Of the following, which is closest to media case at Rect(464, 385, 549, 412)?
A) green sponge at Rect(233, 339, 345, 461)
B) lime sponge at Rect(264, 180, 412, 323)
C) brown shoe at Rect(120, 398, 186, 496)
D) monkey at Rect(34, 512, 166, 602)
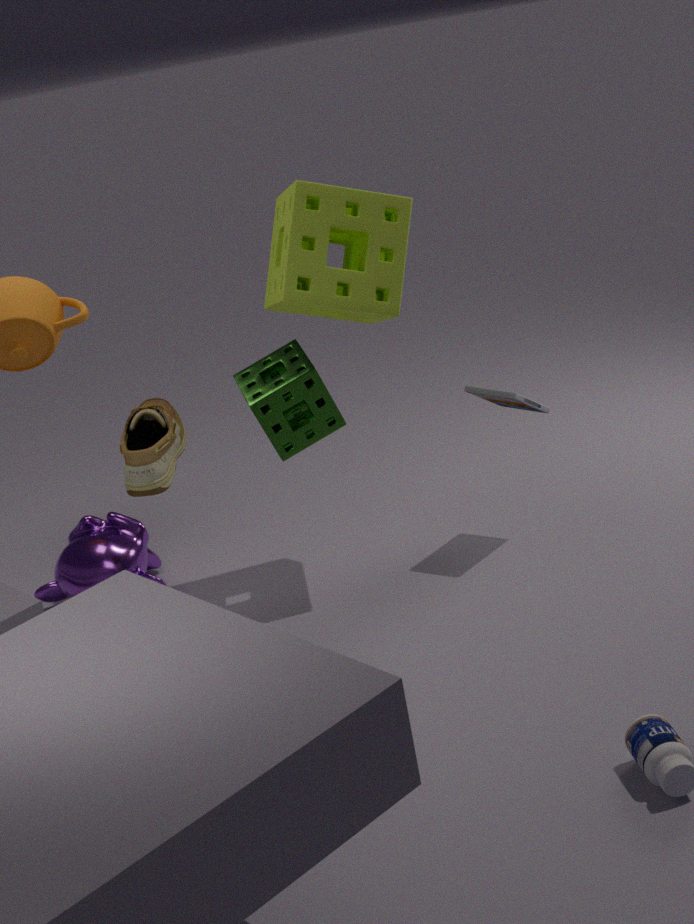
lime sponge at Rect(264, 180, 412, 323)
